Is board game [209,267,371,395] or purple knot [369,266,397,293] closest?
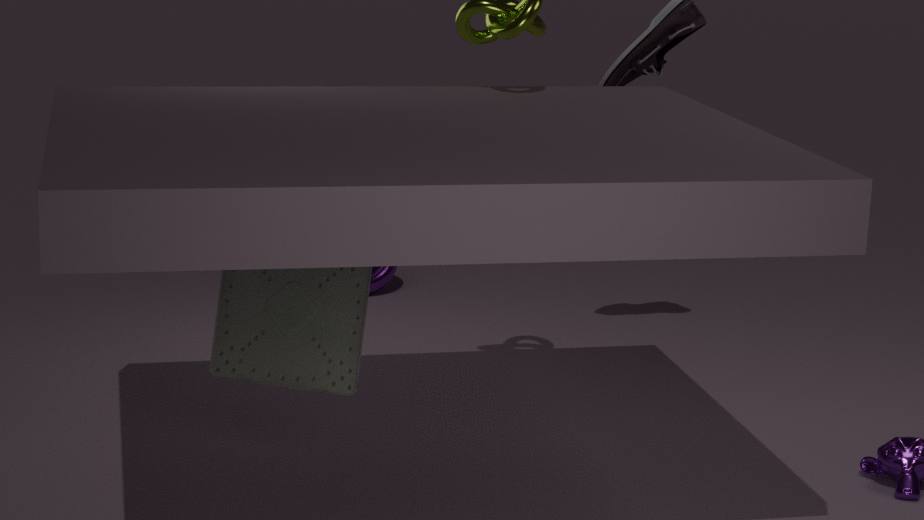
board game [209,267,371,395]
